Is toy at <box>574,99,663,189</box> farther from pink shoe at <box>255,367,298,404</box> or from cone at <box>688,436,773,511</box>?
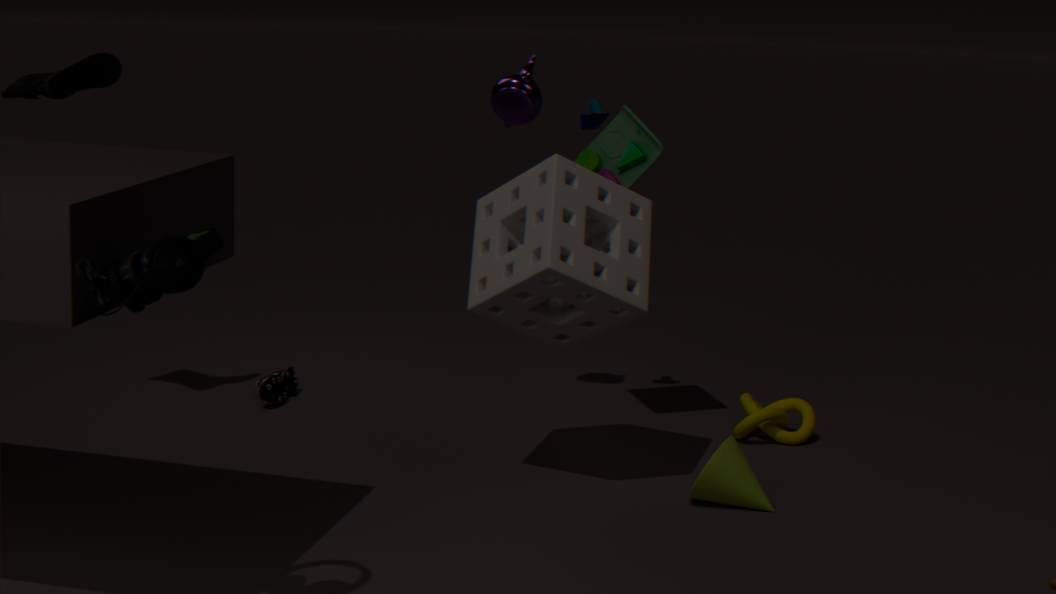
pink shoe at <box>255,367,298,404</box>
